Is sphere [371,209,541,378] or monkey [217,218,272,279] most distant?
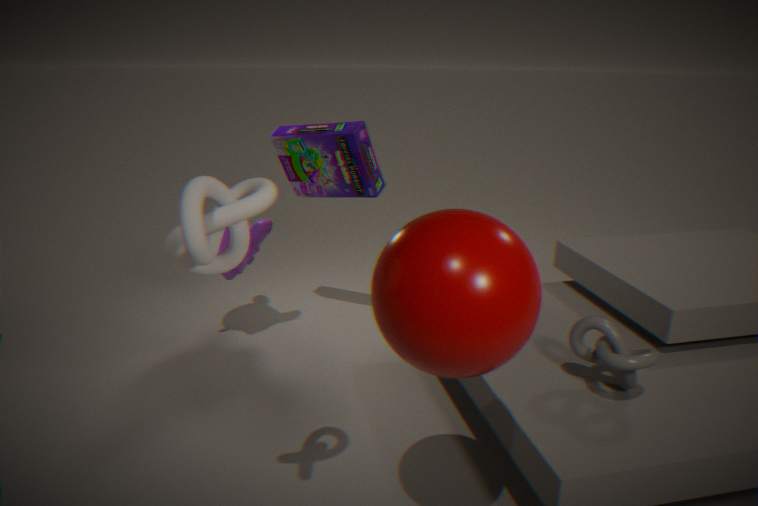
monkey [217,218,272,279]
